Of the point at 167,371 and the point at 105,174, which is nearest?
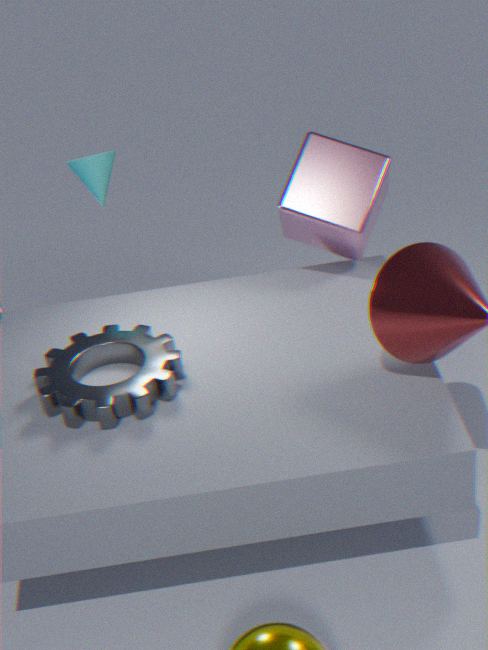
the point at 167,371
